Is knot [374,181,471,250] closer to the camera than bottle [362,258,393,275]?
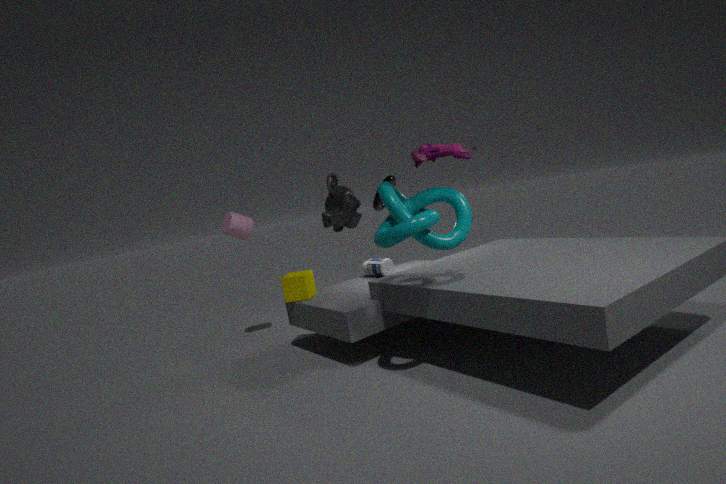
Yes
